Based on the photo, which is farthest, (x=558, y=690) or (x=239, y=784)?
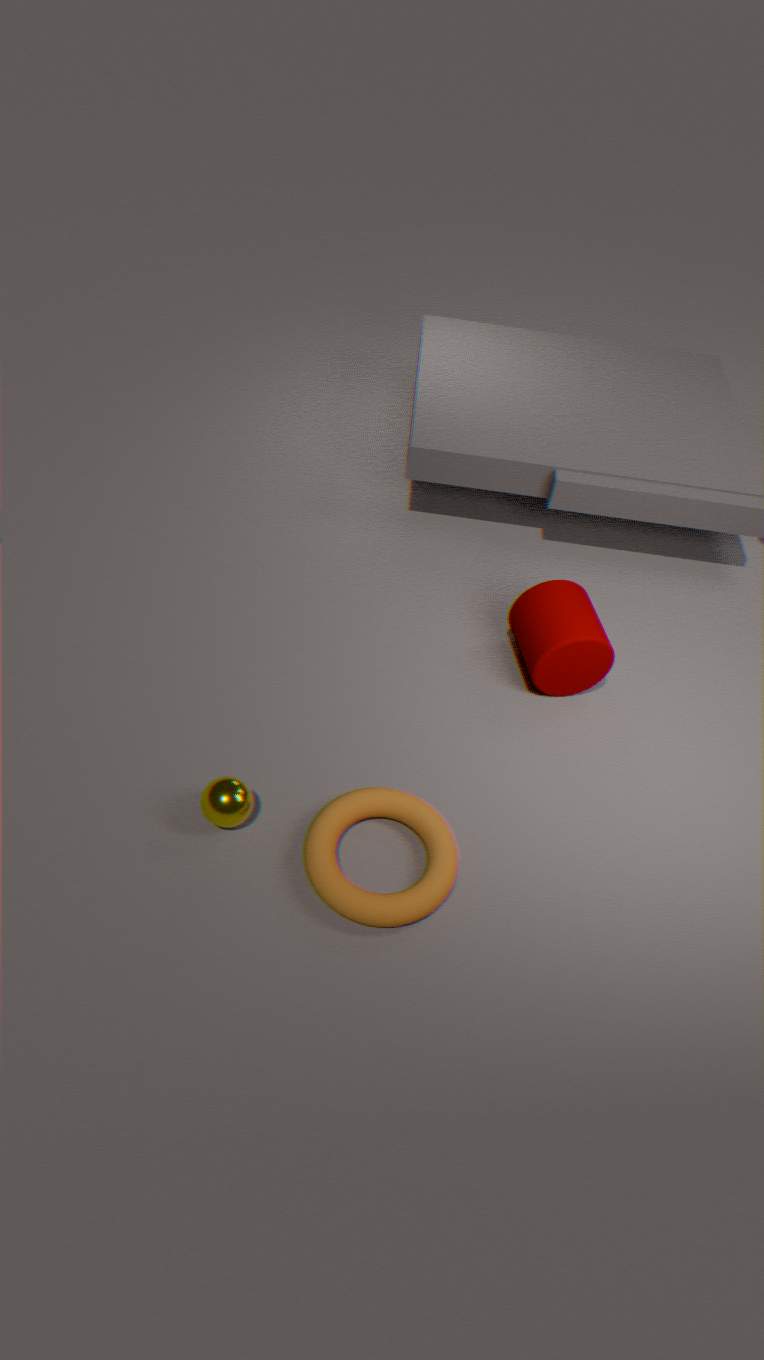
(x=558, y=690)
